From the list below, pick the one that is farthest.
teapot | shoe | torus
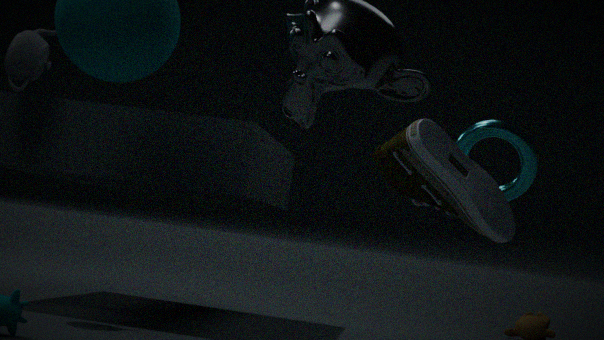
teapot
